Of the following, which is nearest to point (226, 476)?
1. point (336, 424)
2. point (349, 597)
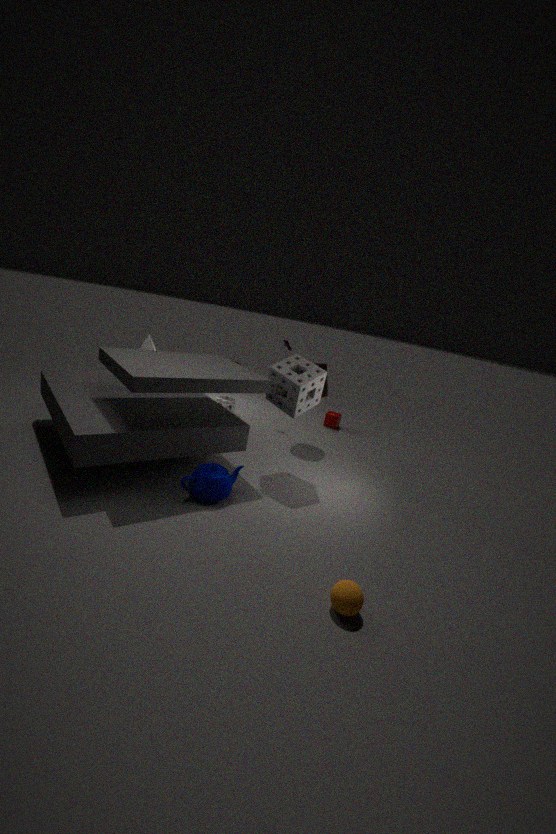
point (349, 597)
